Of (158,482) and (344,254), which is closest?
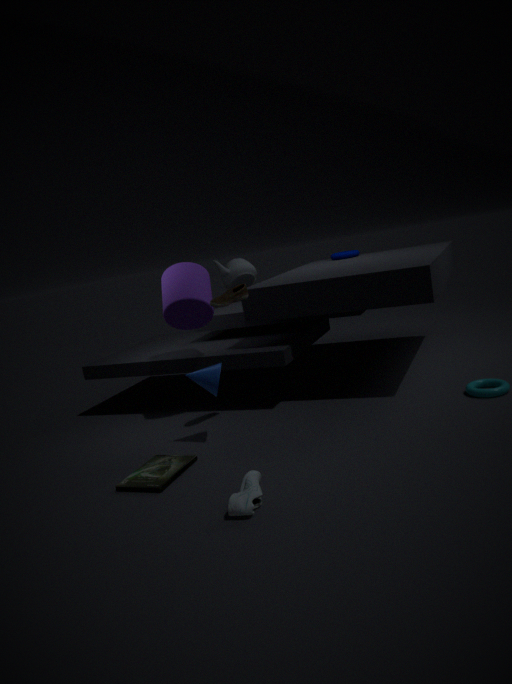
(158,482)
